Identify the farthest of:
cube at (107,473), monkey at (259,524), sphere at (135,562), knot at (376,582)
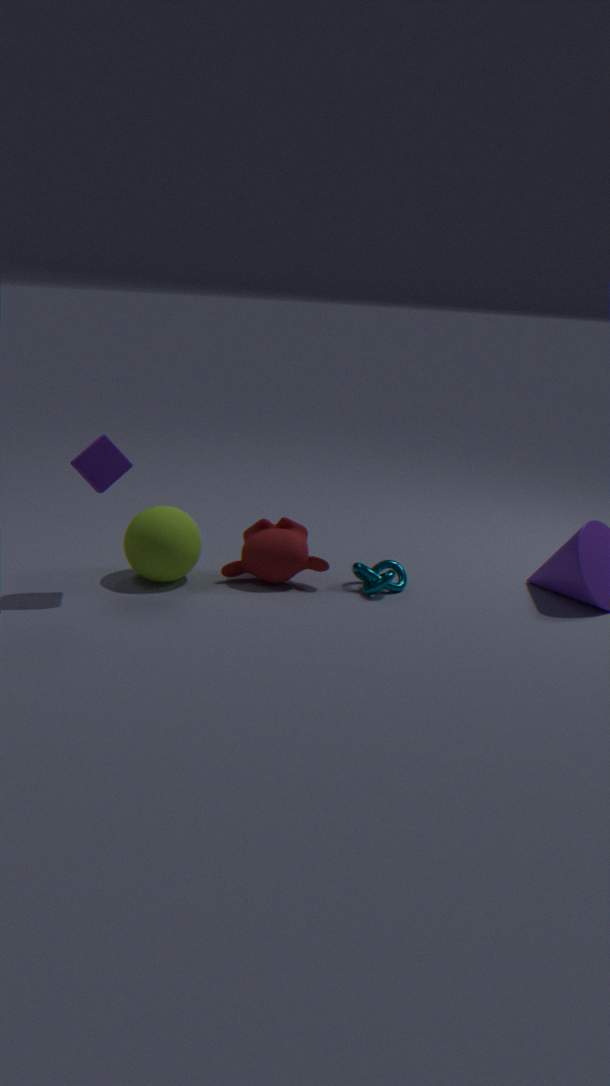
monkey at (259,524)
